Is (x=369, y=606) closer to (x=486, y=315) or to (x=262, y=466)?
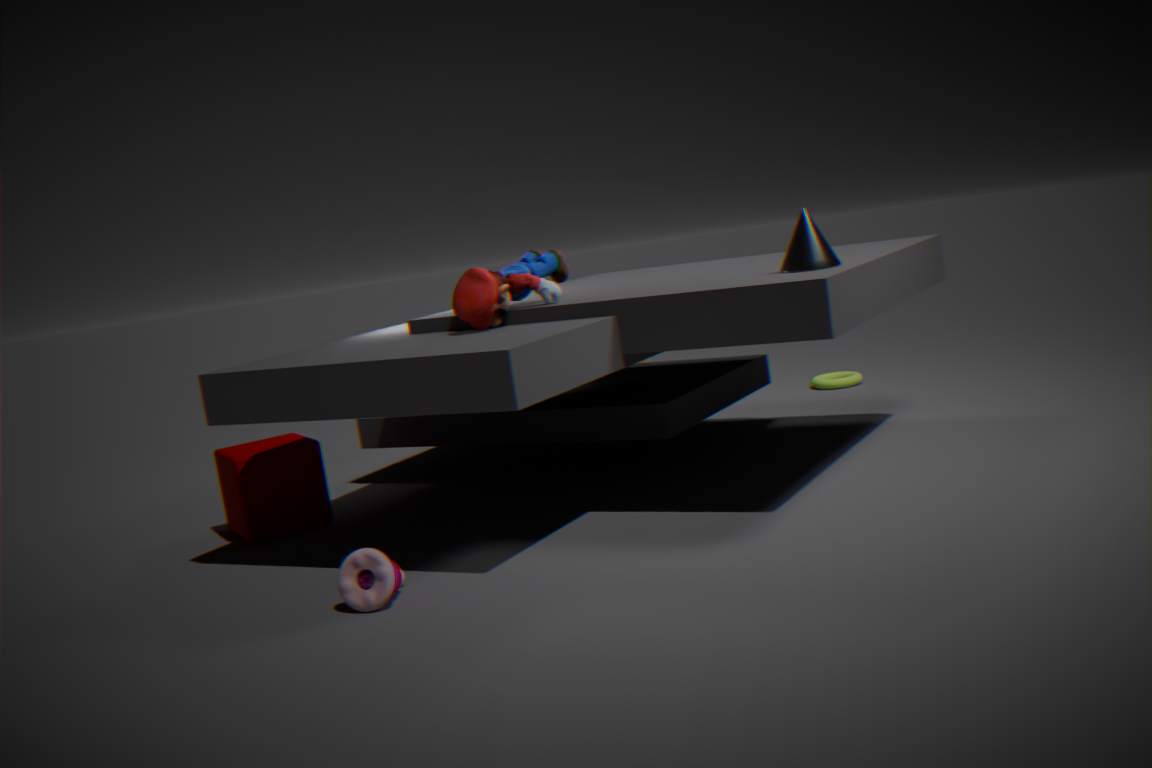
(x=486, y=315)
